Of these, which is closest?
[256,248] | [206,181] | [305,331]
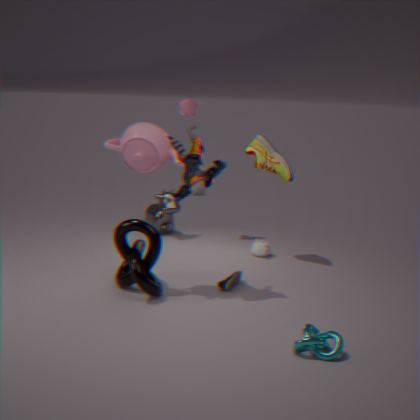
[305,331]
